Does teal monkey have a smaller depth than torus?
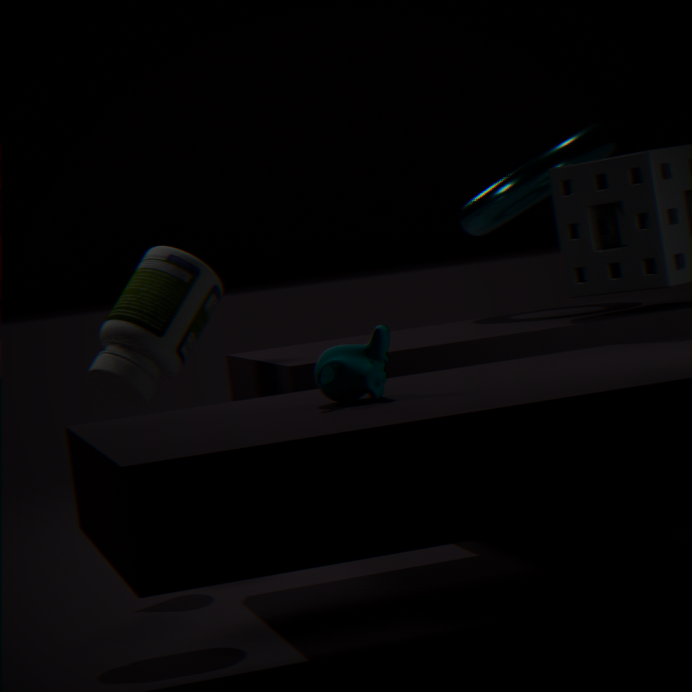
Yes
